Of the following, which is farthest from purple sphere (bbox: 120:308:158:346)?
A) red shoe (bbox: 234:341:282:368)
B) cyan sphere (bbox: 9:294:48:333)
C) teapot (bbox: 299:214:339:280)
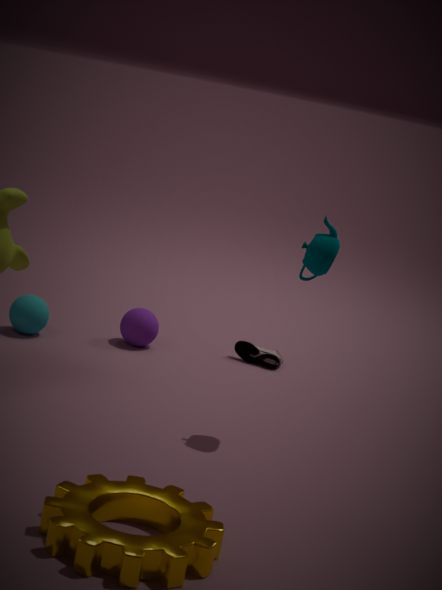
teapot (bbox: 299:214:339:280)
